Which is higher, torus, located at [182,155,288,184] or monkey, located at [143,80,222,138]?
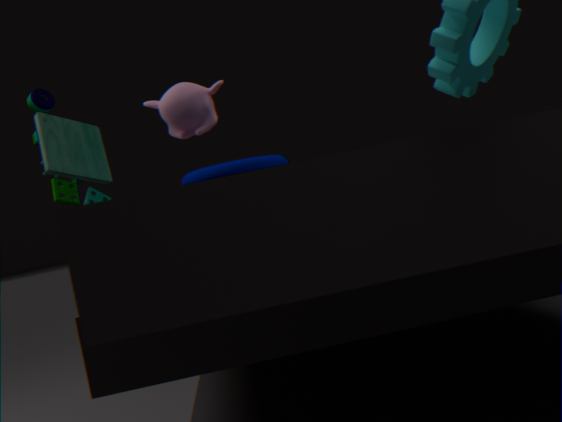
monkey, located at [143,80,222,138]
